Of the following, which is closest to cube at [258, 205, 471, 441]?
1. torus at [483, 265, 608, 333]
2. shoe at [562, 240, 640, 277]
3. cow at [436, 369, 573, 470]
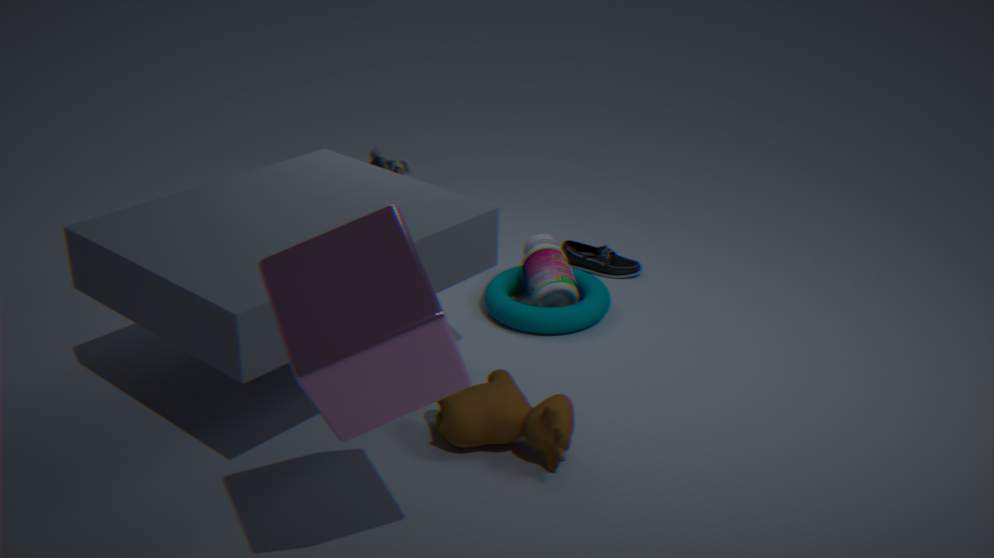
cow at [436, 369, 573, 470]
